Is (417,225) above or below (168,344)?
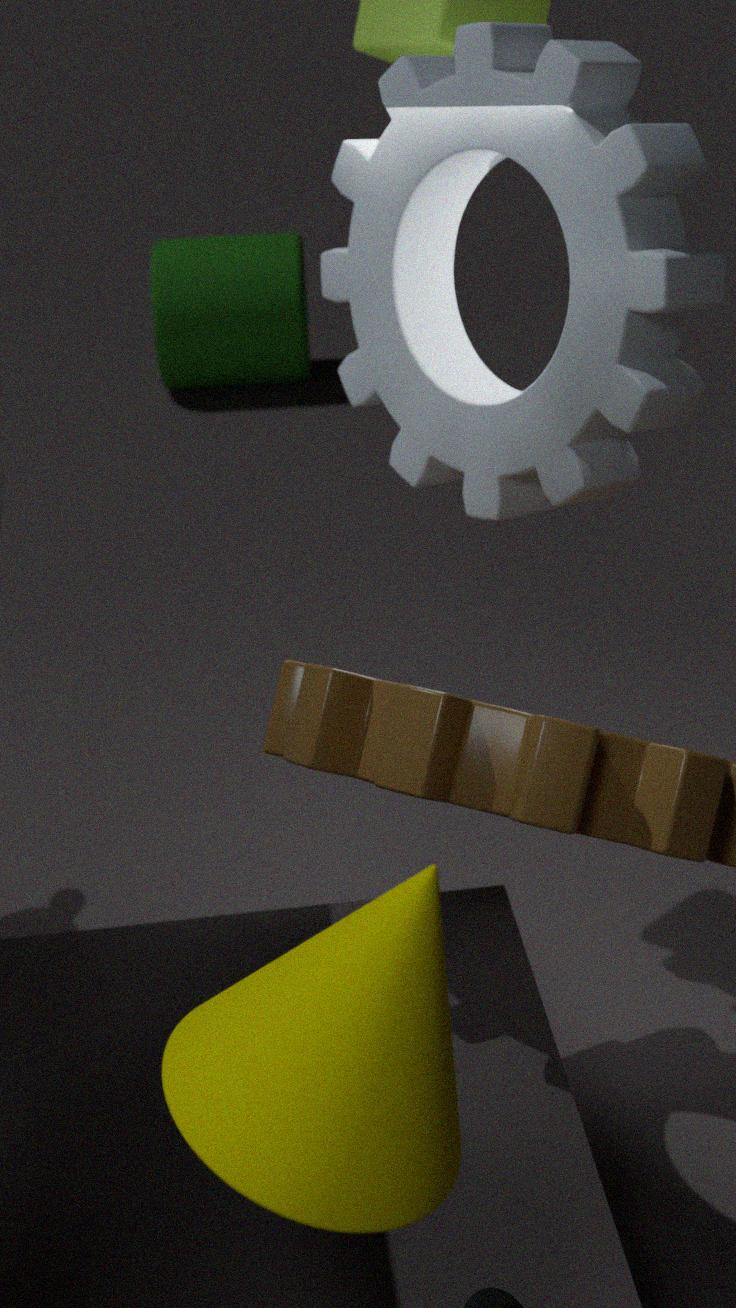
above
